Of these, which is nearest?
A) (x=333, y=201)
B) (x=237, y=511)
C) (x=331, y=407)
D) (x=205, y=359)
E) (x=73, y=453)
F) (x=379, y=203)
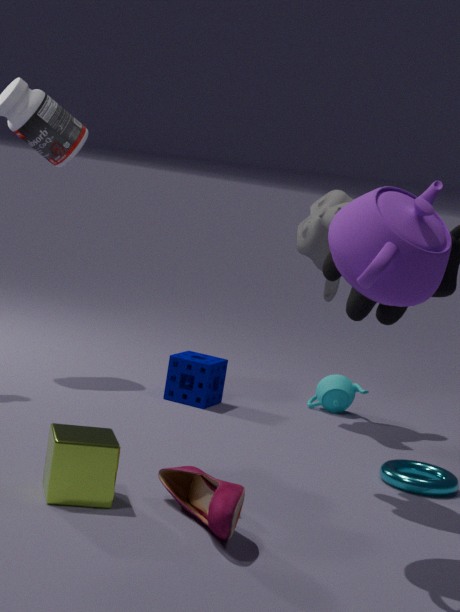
(x=237, y=511)
